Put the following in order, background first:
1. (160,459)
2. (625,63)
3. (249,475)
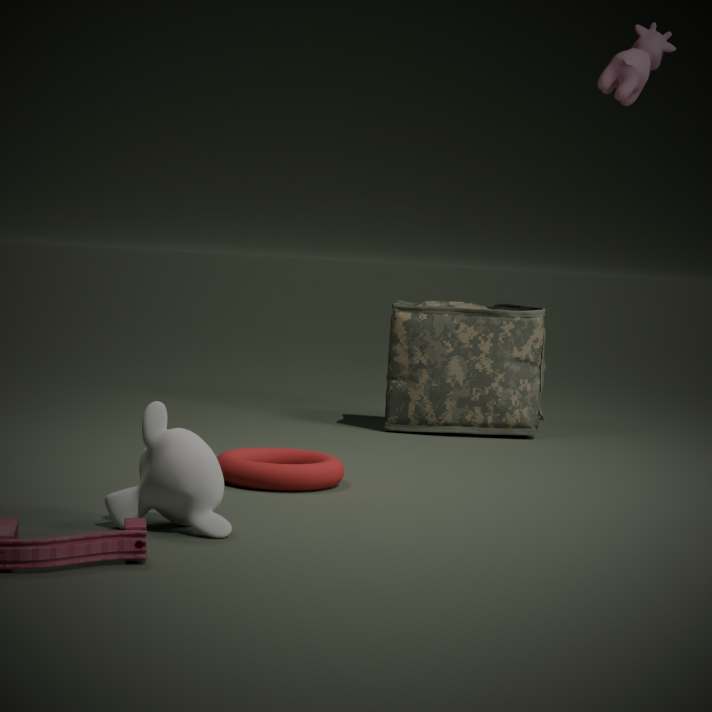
(625,63), (249,475), (160,459)
